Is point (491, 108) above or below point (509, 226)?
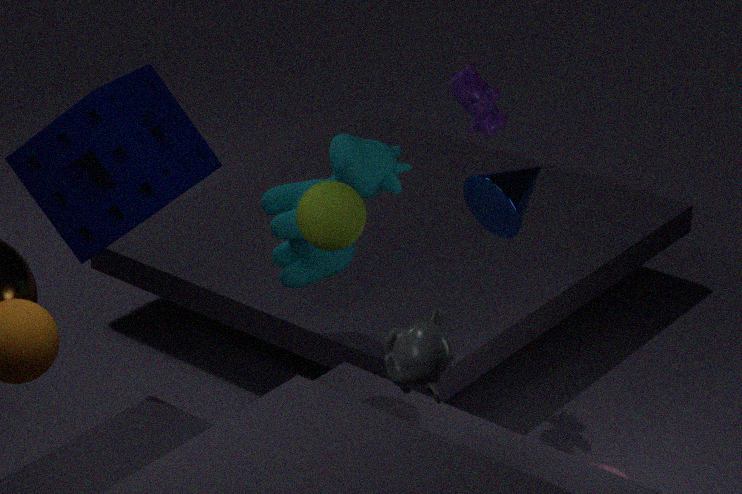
above
